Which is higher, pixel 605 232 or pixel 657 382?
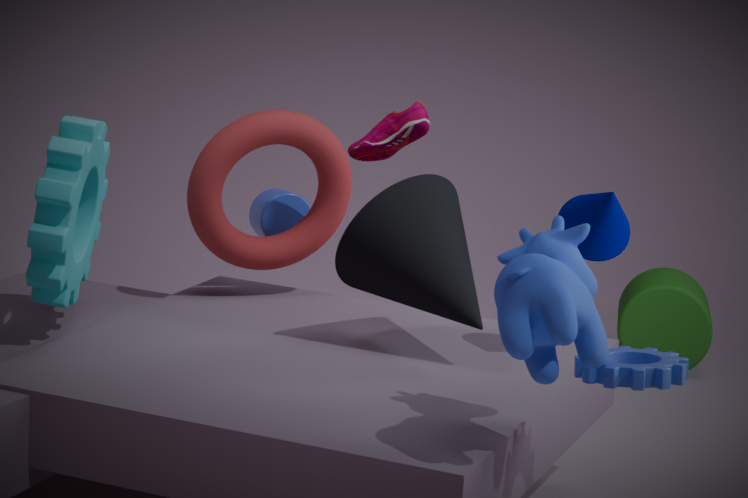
pixel 605 232
